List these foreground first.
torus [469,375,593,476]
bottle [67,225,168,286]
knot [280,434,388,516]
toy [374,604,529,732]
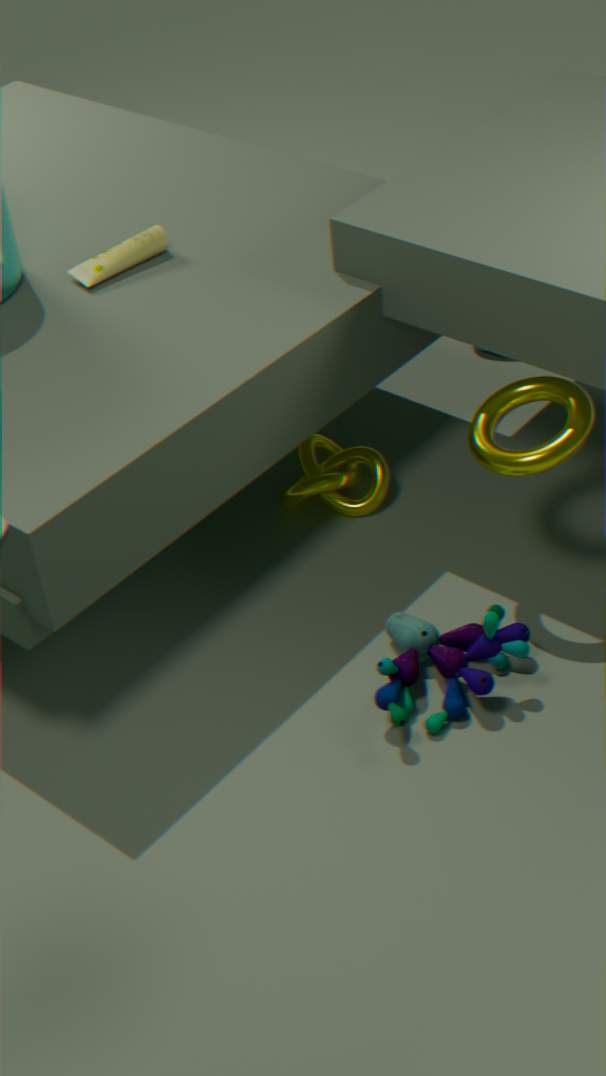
1. toy [374,604,529,732]
2. torus [469,375,593,476]
3. bottle [67,225,168,286]
4. knot [280,434,388,516]
